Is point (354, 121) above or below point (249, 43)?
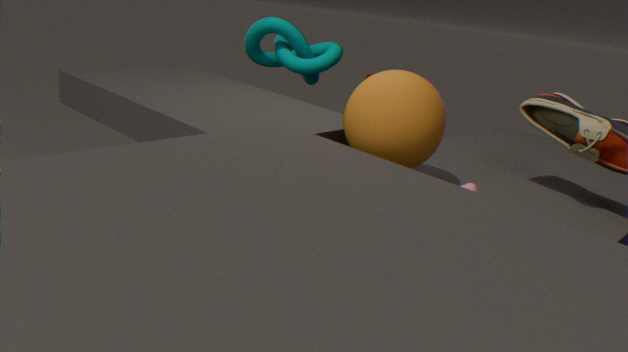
below
